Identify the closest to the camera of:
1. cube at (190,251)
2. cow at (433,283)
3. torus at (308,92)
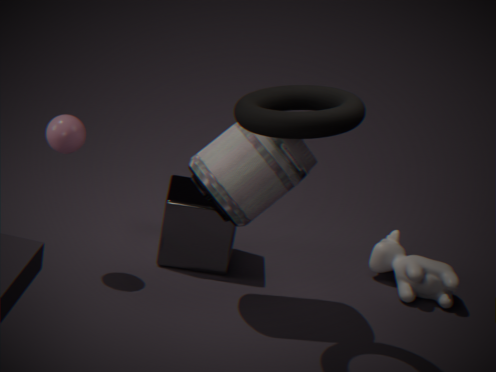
torus at (308,92)
